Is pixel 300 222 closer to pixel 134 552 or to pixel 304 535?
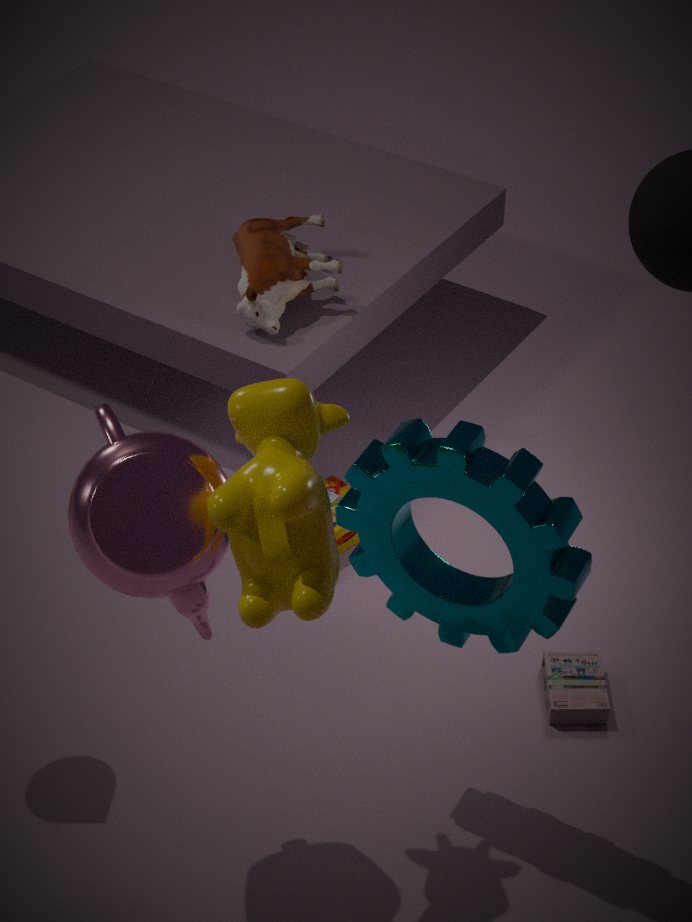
pixel 134 552
